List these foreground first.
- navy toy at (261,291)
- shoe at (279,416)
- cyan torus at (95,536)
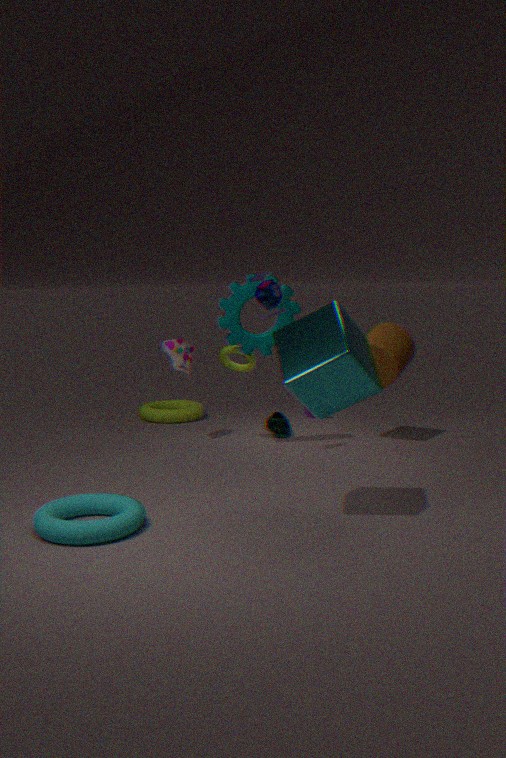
cyan torus at (95,536) → navy toy at (261,291) → shoe at (279,416)
